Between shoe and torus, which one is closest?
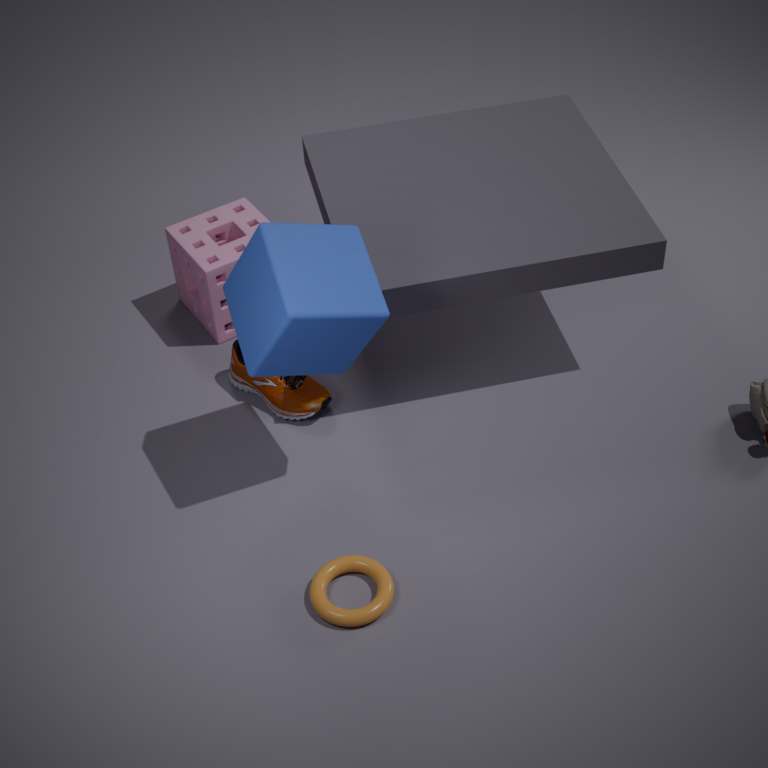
torus
